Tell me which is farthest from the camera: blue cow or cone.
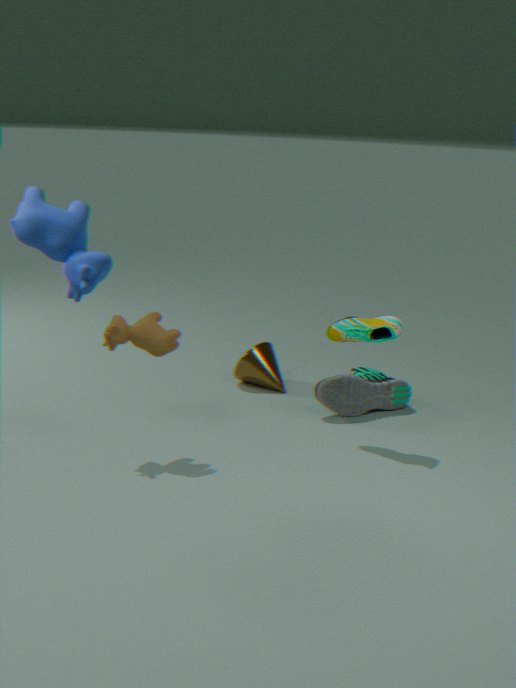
cone
